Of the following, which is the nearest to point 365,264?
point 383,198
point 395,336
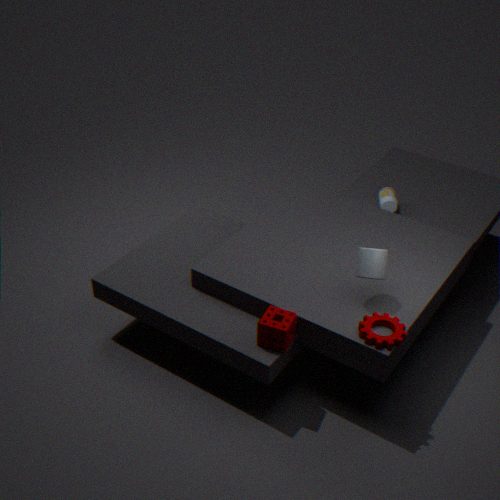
point 395,336
